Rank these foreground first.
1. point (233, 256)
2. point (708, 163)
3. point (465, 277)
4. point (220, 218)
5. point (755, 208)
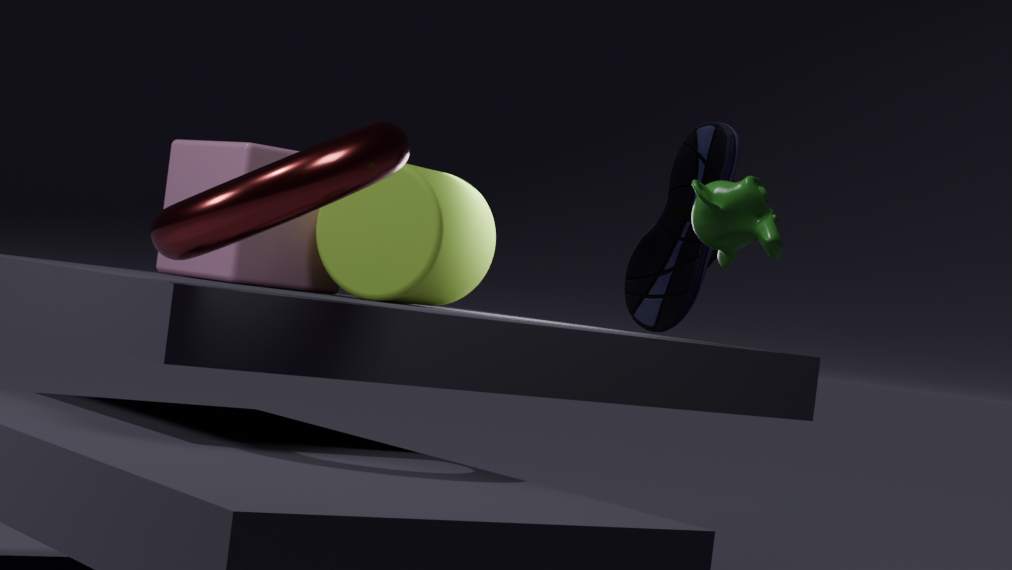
point (220, 218), point (755, 208), point (708, 163), point (233, 256), point (465, 277)
